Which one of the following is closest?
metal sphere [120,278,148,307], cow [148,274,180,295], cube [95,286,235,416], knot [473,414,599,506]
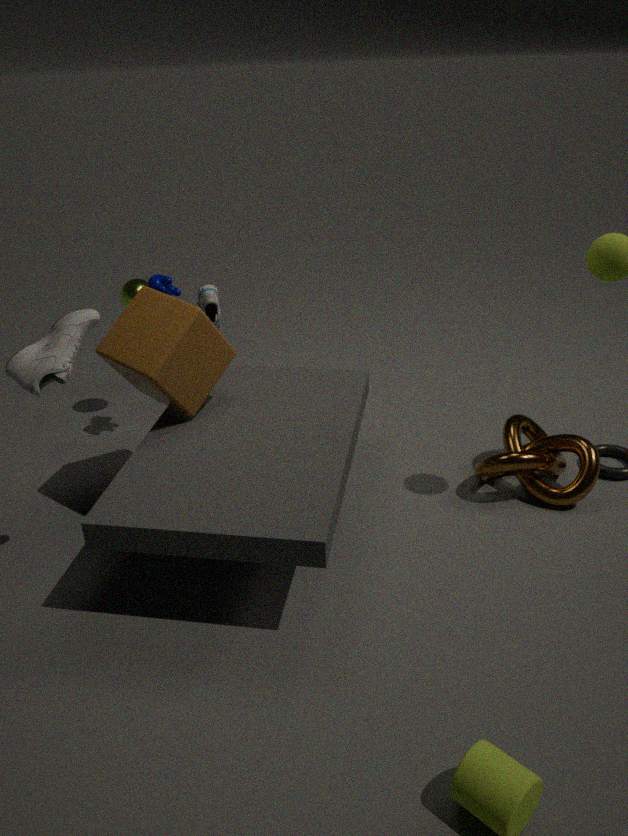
cube [95,286,235,416]
